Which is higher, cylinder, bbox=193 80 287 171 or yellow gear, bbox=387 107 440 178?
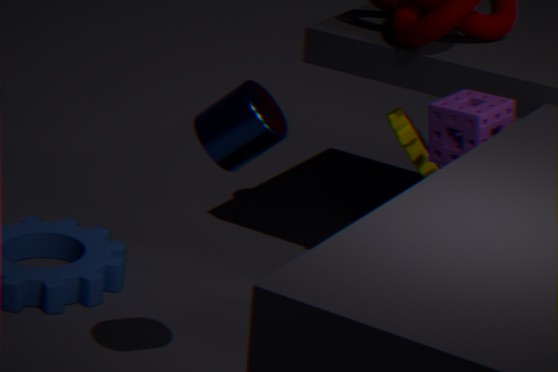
cylinder, bbox=193 80 287 171
